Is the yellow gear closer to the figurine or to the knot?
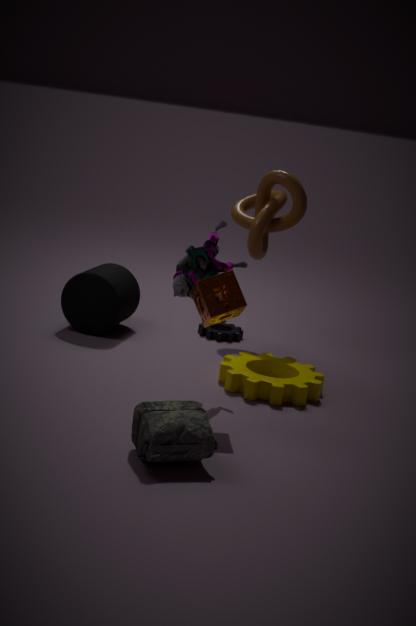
the figurine
